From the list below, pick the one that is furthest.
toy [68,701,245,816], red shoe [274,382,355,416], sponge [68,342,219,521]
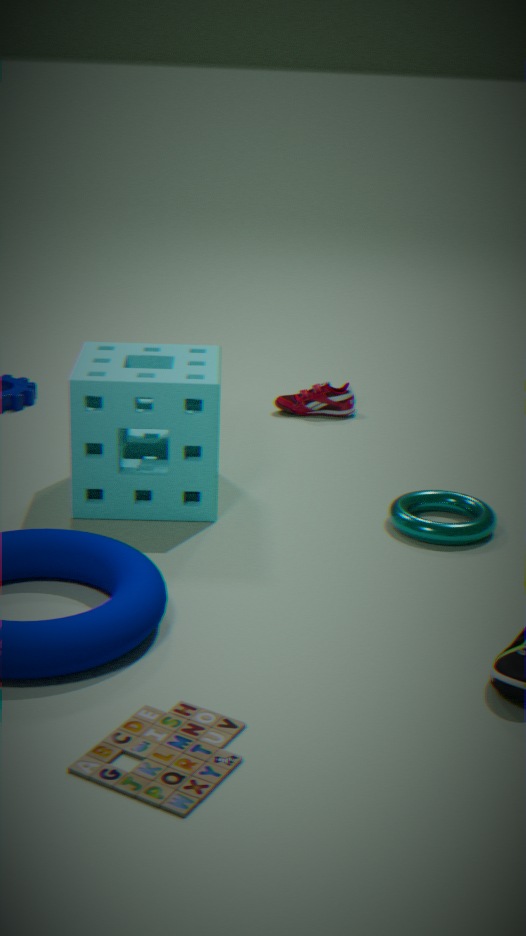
red shoe [274,382,355,416]
